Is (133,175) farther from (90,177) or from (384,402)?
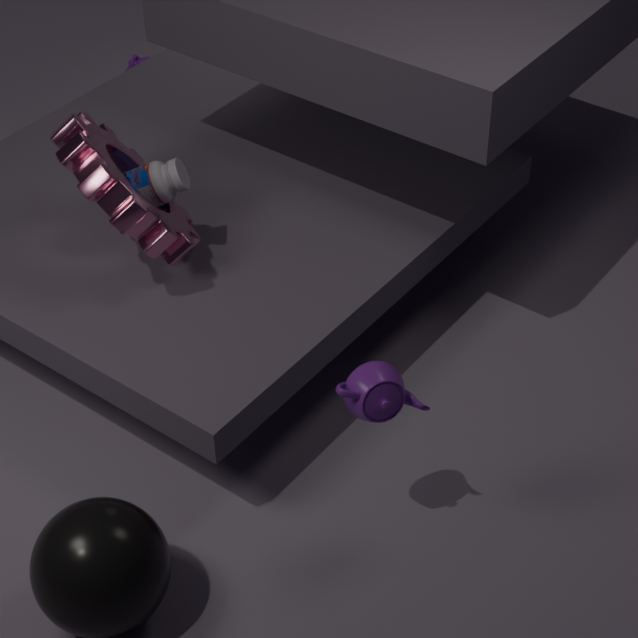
(384,402)
